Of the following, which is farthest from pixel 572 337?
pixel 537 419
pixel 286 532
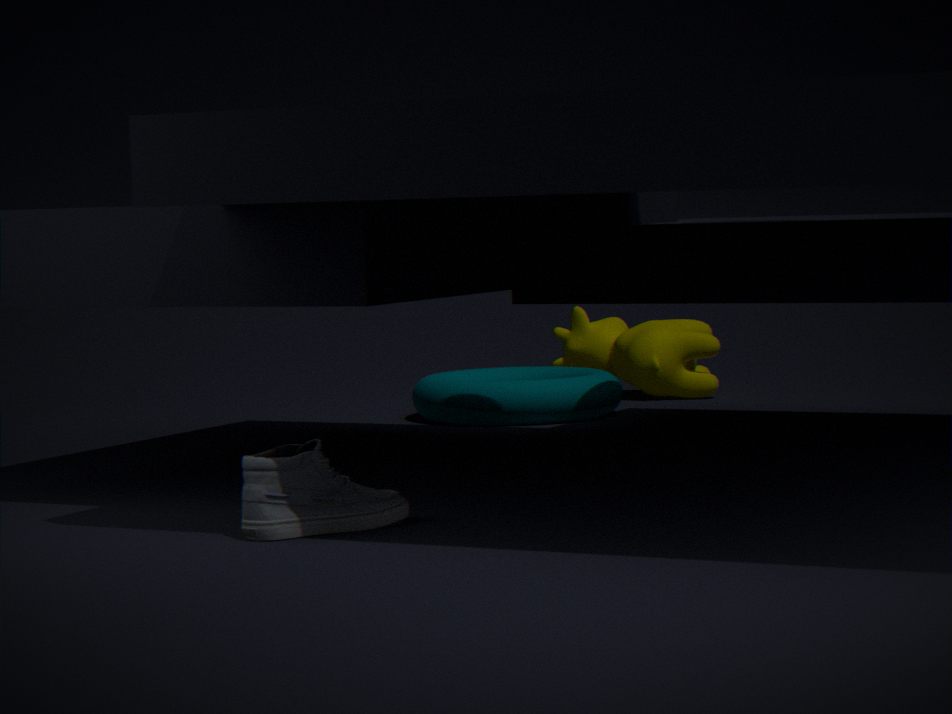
pixel 286 532
